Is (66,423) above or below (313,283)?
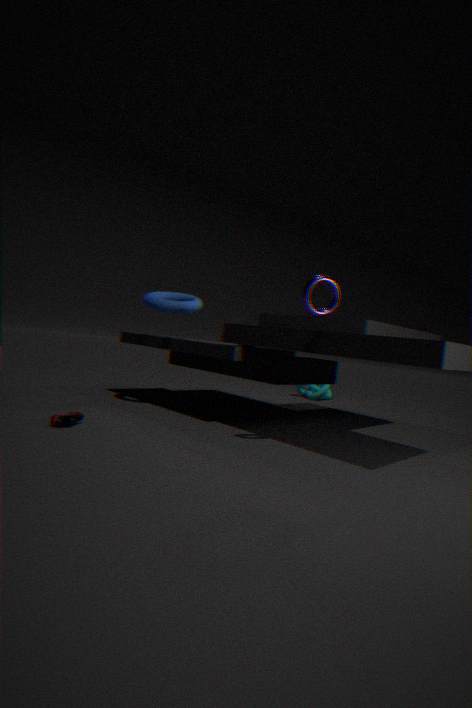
below
